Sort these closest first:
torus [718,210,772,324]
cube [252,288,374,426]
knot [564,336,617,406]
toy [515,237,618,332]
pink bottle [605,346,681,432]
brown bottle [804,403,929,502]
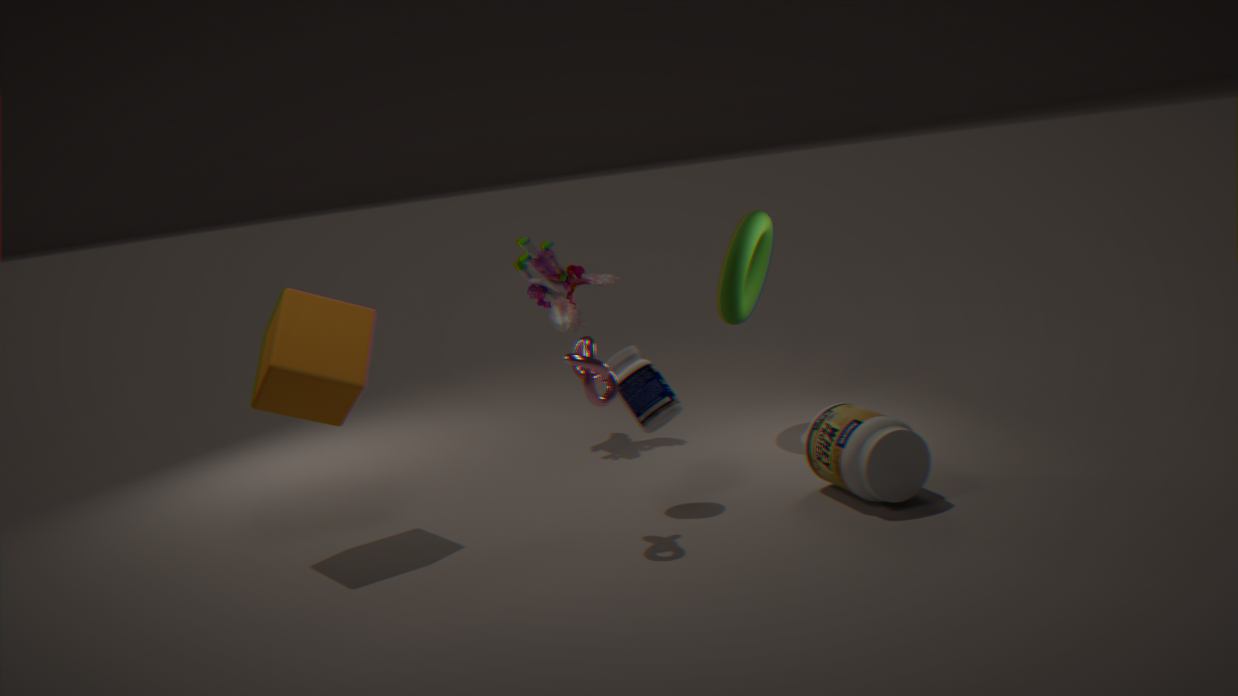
Answer: knot [564,336,617,406], brown bottle [804,403,929,502], cube [252,288,374,426], pink bottle [605,346,681,432], torus [718,210,772,324], toy [515,237,618,332]
